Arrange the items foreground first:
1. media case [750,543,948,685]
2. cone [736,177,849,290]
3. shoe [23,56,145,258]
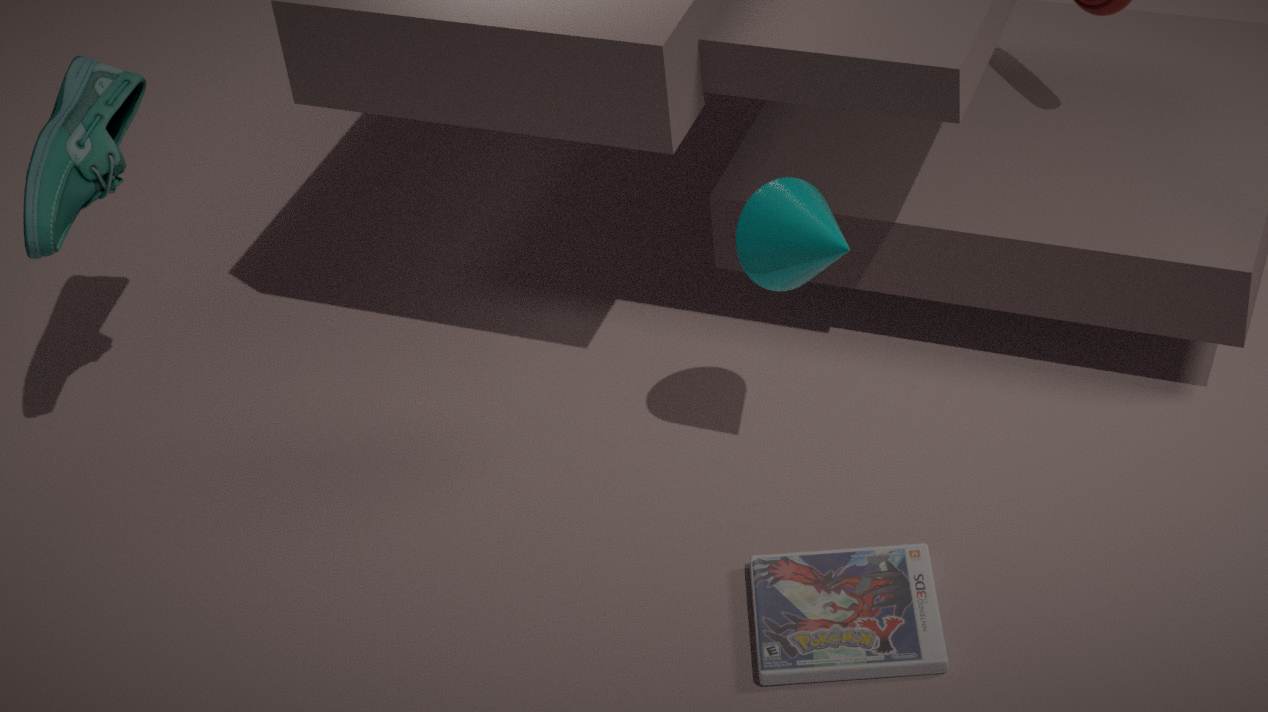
media case [750,543,948,685] → cone [736,177,849,290] → shoe [23,56,145,258]
